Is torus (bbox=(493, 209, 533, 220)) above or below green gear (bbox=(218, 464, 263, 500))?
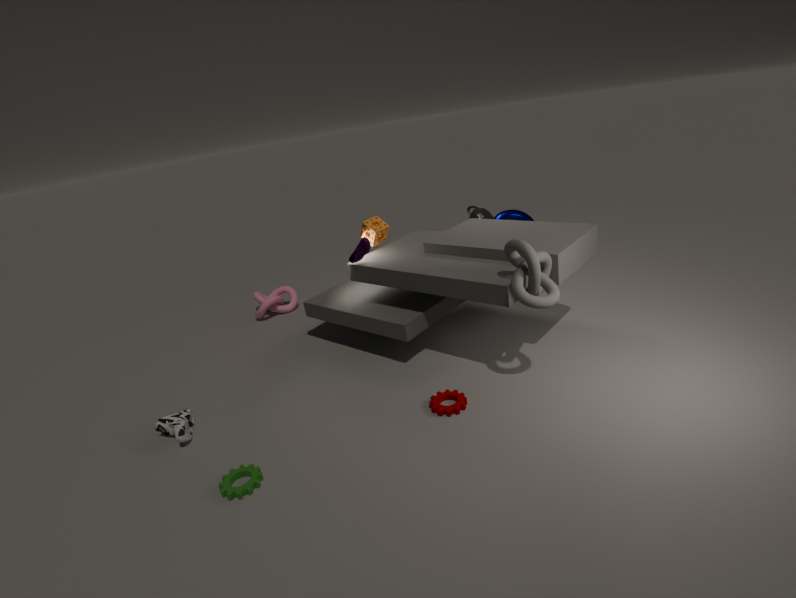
above
